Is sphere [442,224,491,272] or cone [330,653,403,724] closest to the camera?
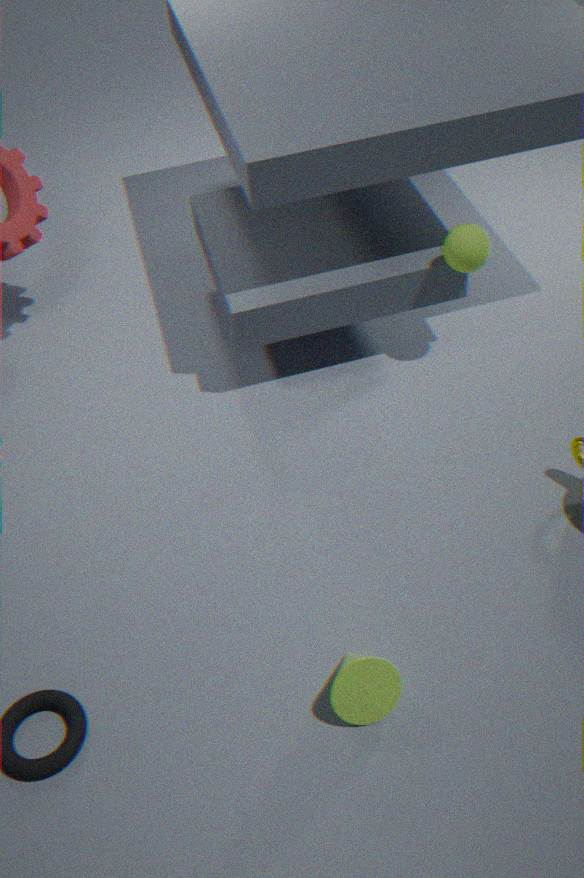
cone [330,653,403,724]
